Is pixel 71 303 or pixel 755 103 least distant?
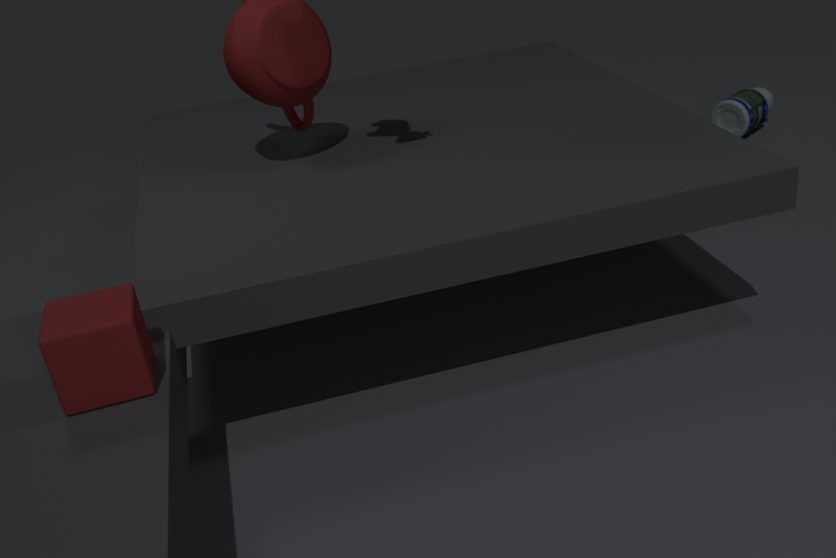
pixel 71 303
